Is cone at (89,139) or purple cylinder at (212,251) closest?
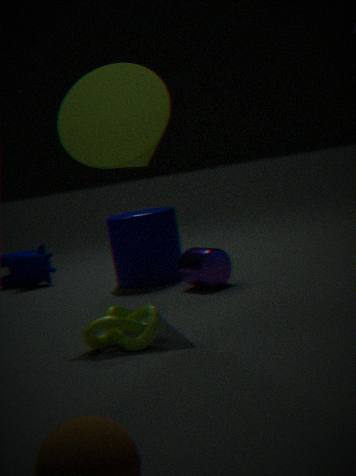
cone at (89,139)
